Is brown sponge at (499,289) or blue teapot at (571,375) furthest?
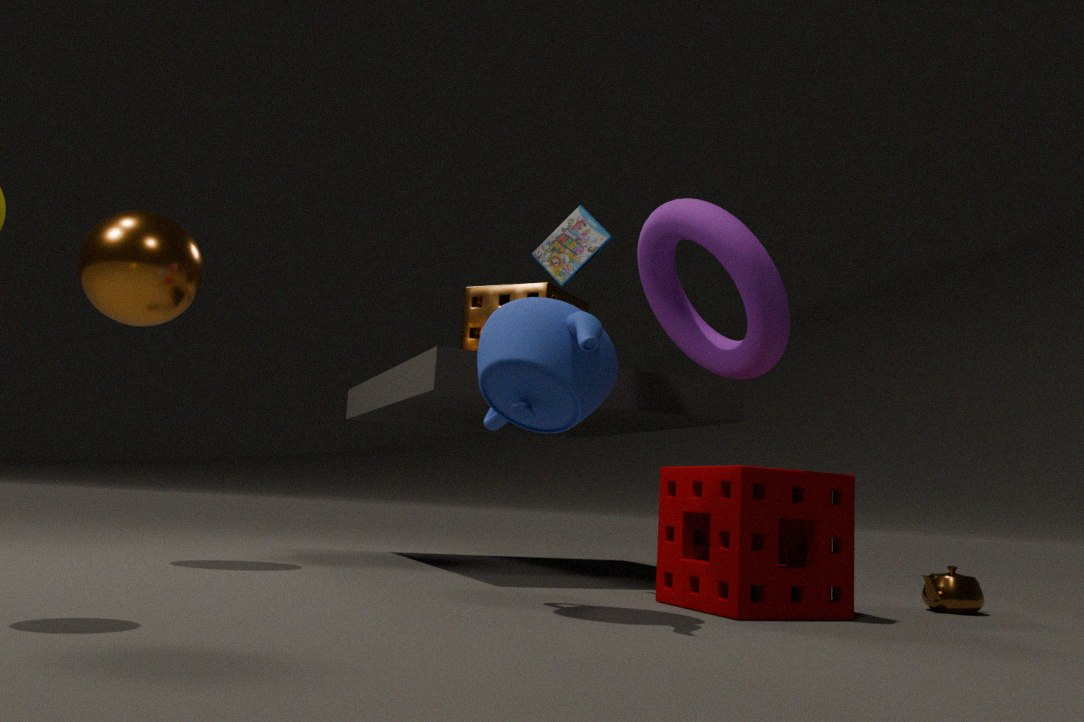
brown sponge at (499,289)
